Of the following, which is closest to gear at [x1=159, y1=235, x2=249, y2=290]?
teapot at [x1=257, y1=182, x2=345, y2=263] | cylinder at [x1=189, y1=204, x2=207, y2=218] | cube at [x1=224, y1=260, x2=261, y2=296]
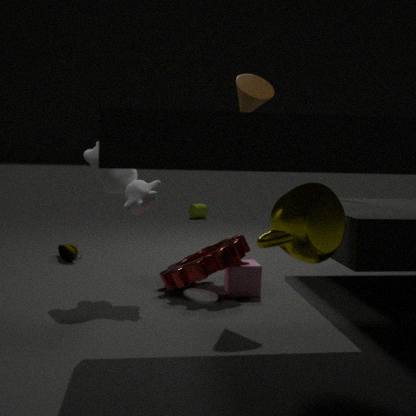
cube at [x1=224, y1=260, x2=261, y2=296]
